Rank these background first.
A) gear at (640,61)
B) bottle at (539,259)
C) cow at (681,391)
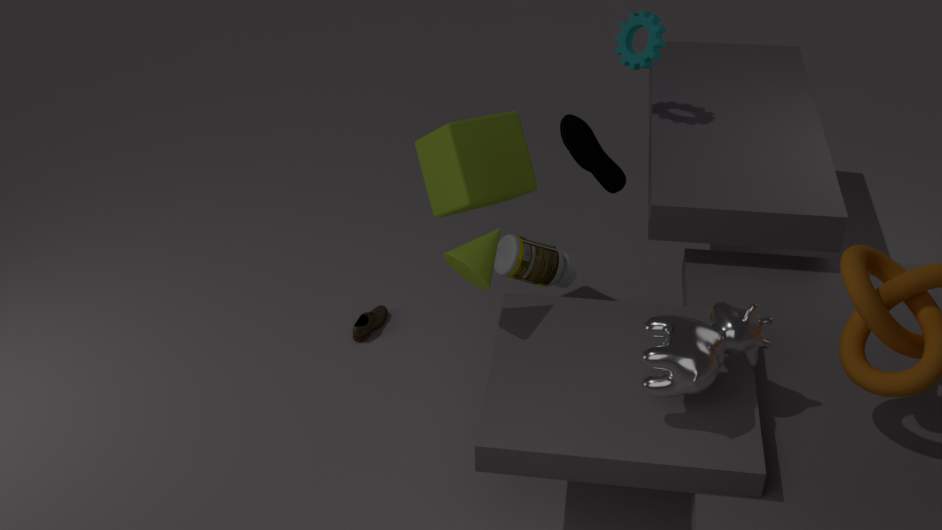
1. gear at (640,61)
2. bottle at (539,259)
3. cow at (681,391)
